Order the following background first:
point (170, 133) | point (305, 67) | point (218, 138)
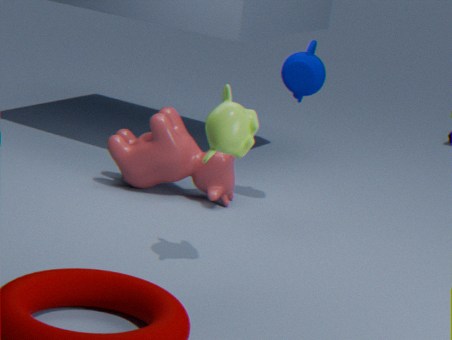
point (170, 133) < point (305, 67) < point (218, 138)
